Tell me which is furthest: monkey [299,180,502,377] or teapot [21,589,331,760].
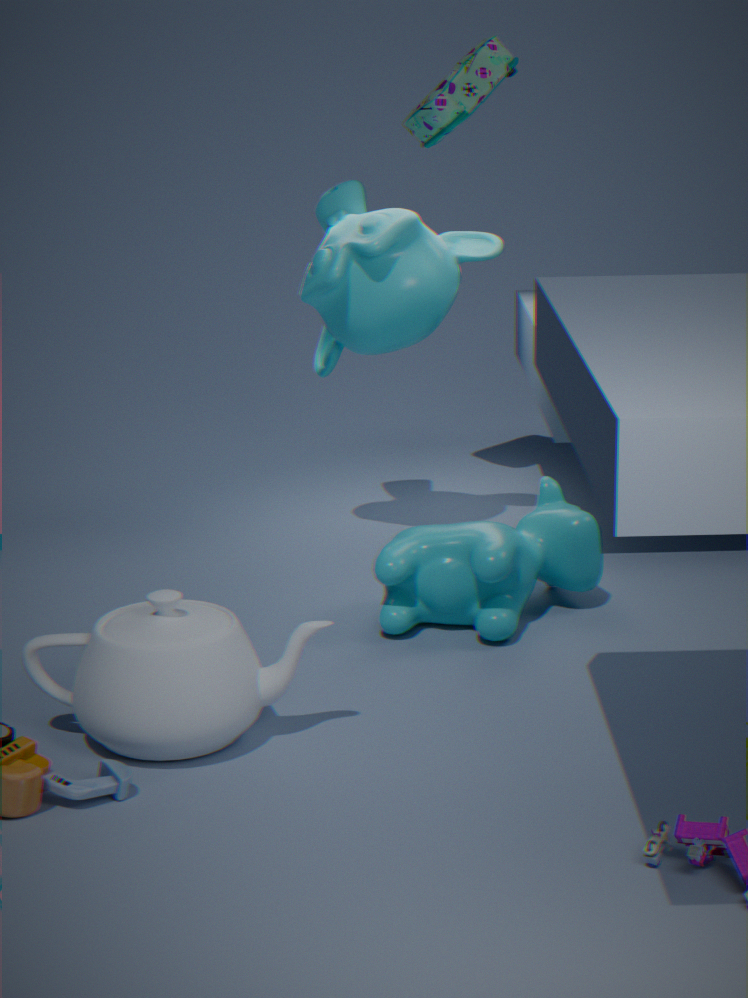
monkey [299,180,502,377]
